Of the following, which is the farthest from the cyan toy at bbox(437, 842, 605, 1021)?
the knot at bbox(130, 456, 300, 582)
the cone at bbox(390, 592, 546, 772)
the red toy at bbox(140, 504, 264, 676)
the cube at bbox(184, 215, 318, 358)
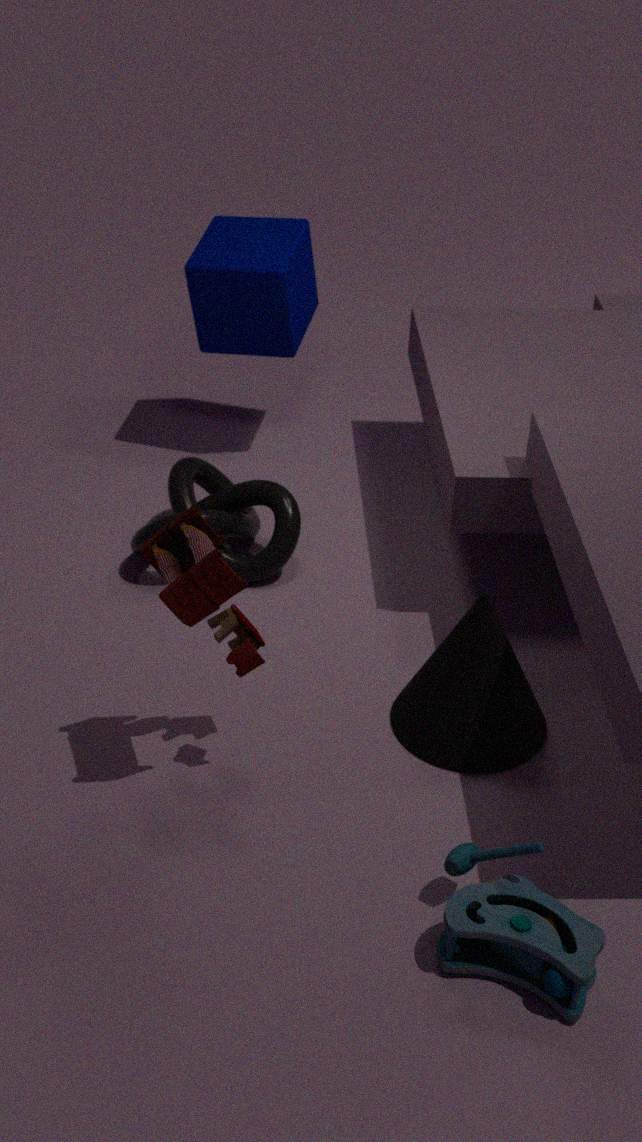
→ the cube at bbox(184, 215, 318, 358)
